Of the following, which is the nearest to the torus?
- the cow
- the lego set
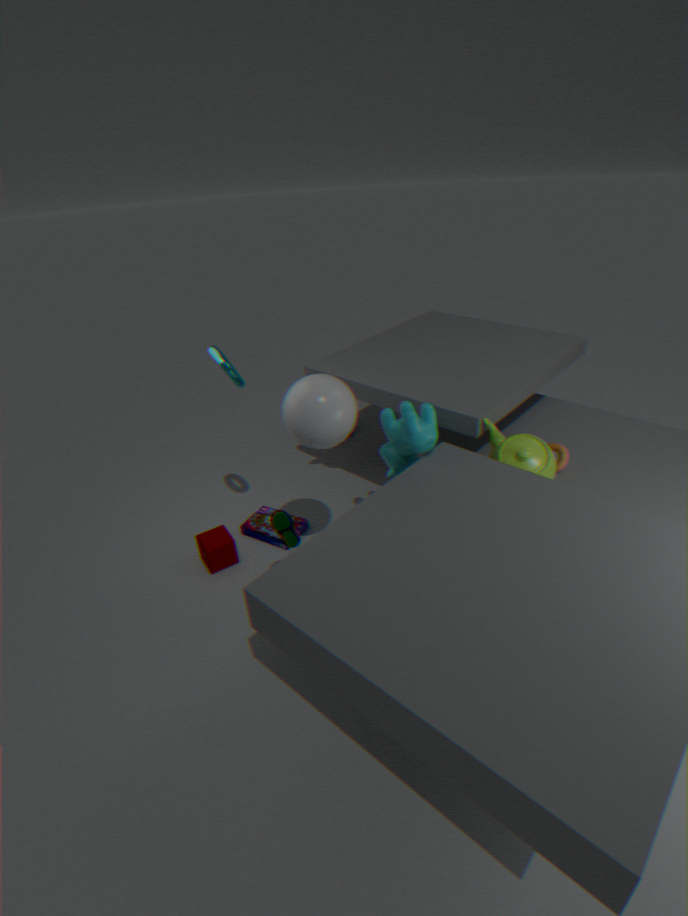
the cow
